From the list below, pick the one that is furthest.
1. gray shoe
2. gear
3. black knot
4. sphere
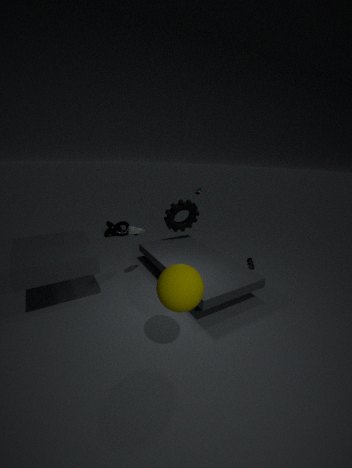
black knot
